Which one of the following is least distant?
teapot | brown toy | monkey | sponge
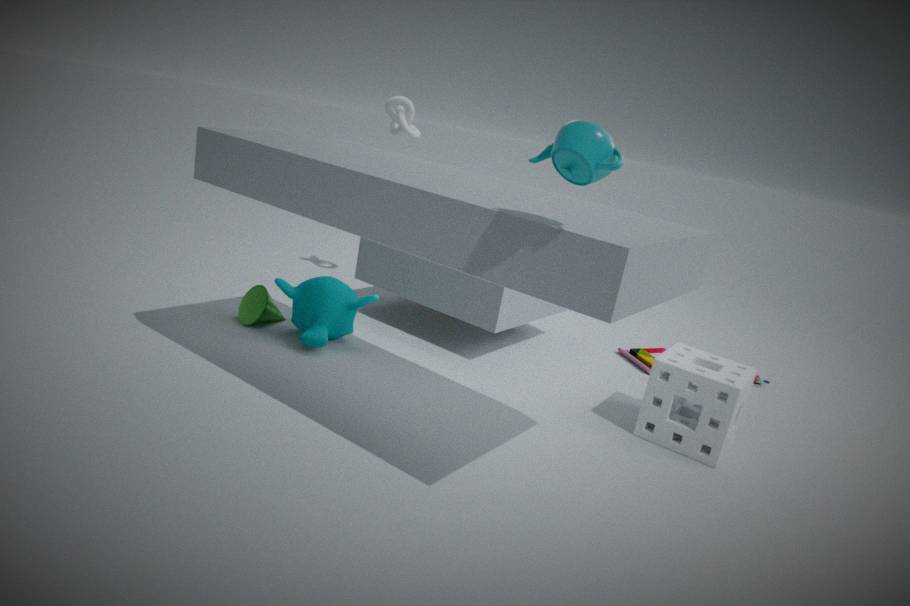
teapot
